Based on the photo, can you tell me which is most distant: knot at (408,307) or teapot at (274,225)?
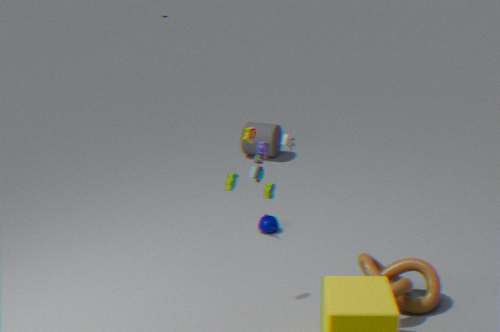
teapot at (274,225)
